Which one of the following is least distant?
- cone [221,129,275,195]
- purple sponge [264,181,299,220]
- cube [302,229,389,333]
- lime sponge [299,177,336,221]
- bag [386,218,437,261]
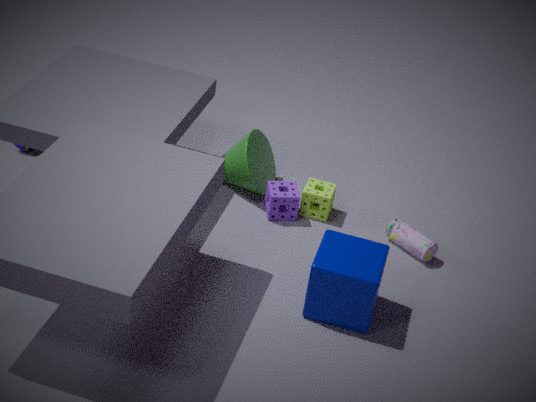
cube [302,229,389,333]
